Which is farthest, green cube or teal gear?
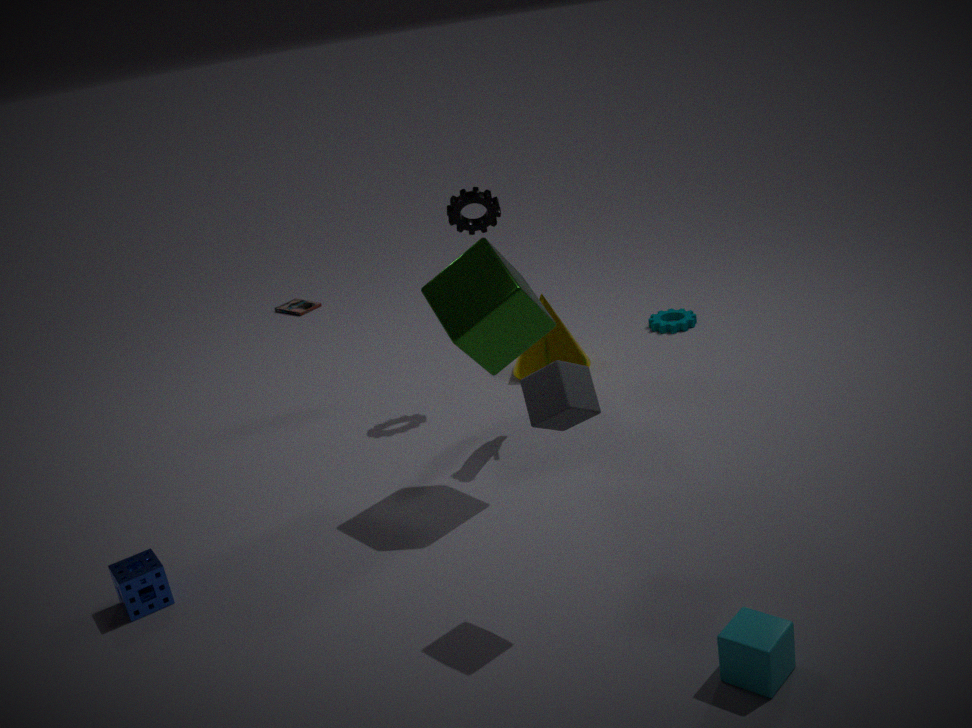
teal gear
